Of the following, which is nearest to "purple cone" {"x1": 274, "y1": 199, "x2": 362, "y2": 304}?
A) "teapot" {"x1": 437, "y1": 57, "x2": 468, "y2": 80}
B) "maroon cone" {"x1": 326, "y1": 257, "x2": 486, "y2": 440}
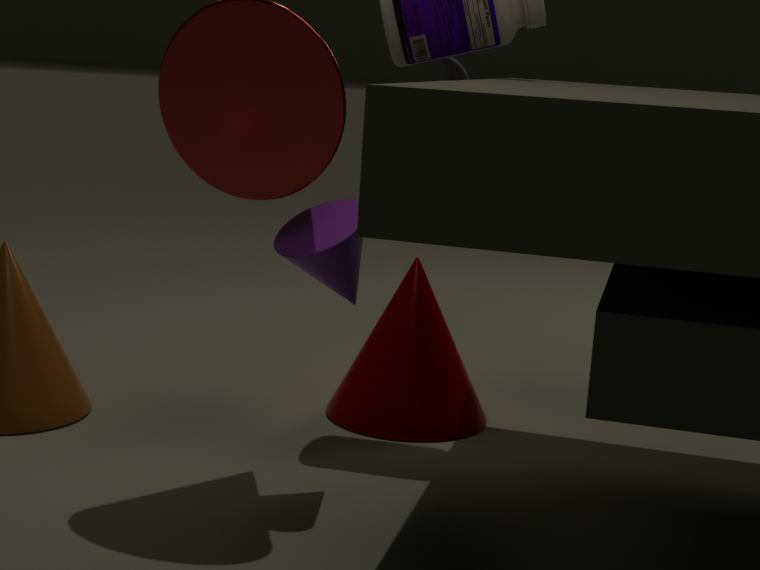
"maroon cone" {"x1": 326, "y1": 257, "x2": 486, "y2": 440}
